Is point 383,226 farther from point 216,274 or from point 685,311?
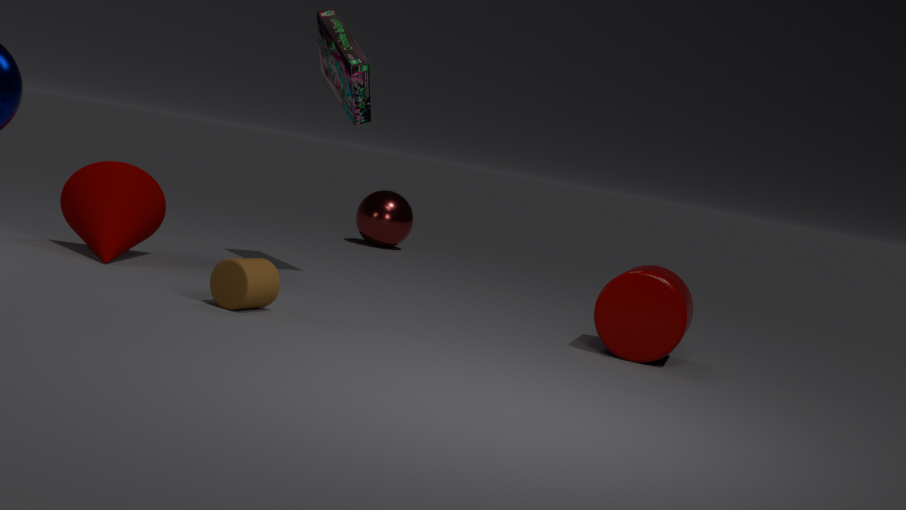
point 216,274
